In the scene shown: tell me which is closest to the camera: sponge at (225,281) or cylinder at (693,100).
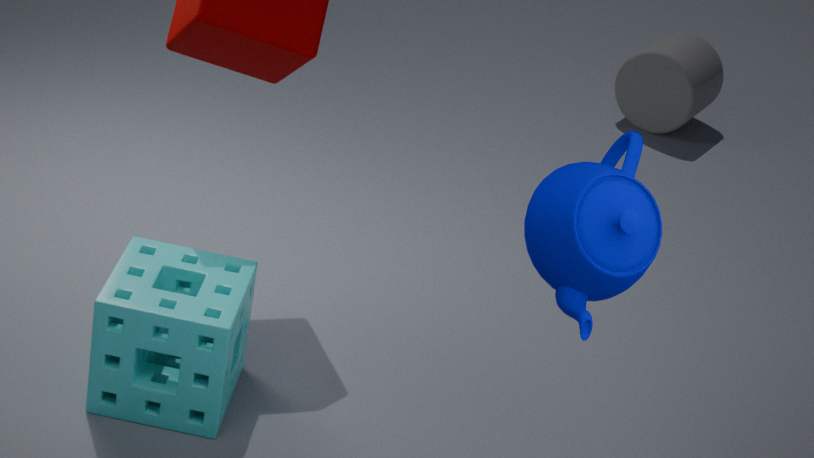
sponge at (225,281)
